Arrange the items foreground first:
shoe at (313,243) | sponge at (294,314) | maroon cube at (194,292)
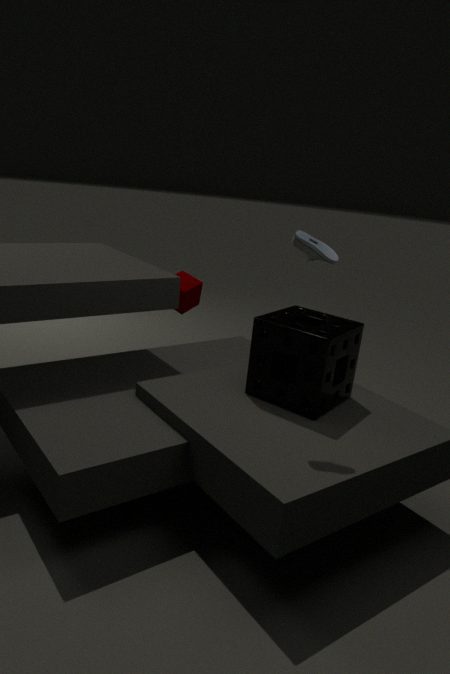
1. shoe at (313,243)
2. sponge at (294,314)
3. maroon cube at (194,292)
